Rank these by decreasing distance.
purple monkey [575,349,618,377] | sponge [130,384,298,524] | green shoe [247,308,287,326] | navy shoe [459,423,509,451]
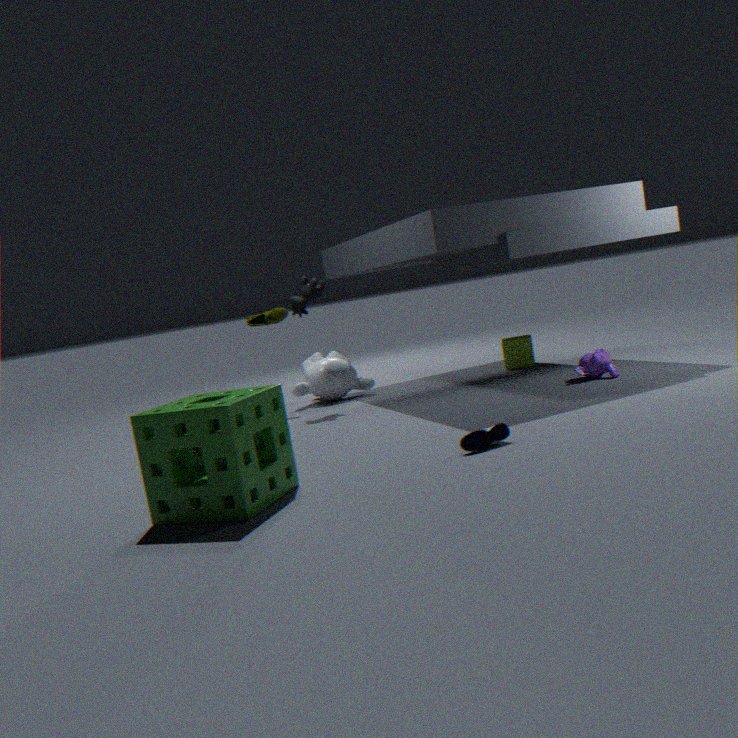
green shoe [247,308,287,326] < purple monkey [575,349,618,377] < navy shoe [459,423,509,451] < sponge [130,384,298,524]
